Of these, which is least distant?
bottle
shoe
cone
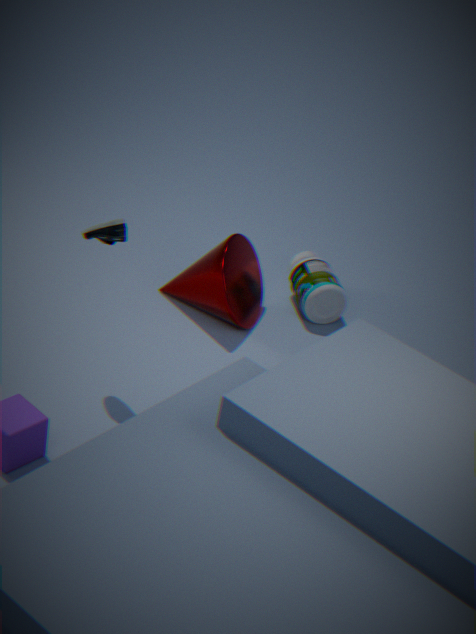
shoe
